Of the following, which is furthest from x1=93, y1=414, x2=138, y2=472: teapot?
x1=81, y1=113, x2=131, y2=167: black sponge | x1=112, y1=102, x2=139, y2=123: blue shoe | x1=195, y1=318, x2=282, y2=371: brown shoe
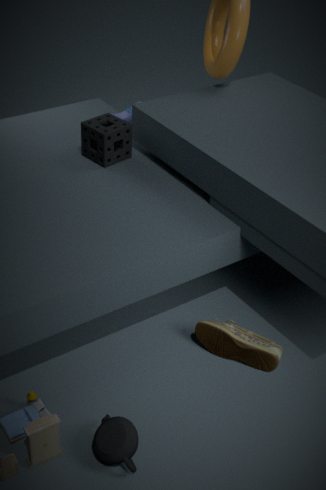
x1=112, y1=102, x2=139, y2=123: blue shoe
